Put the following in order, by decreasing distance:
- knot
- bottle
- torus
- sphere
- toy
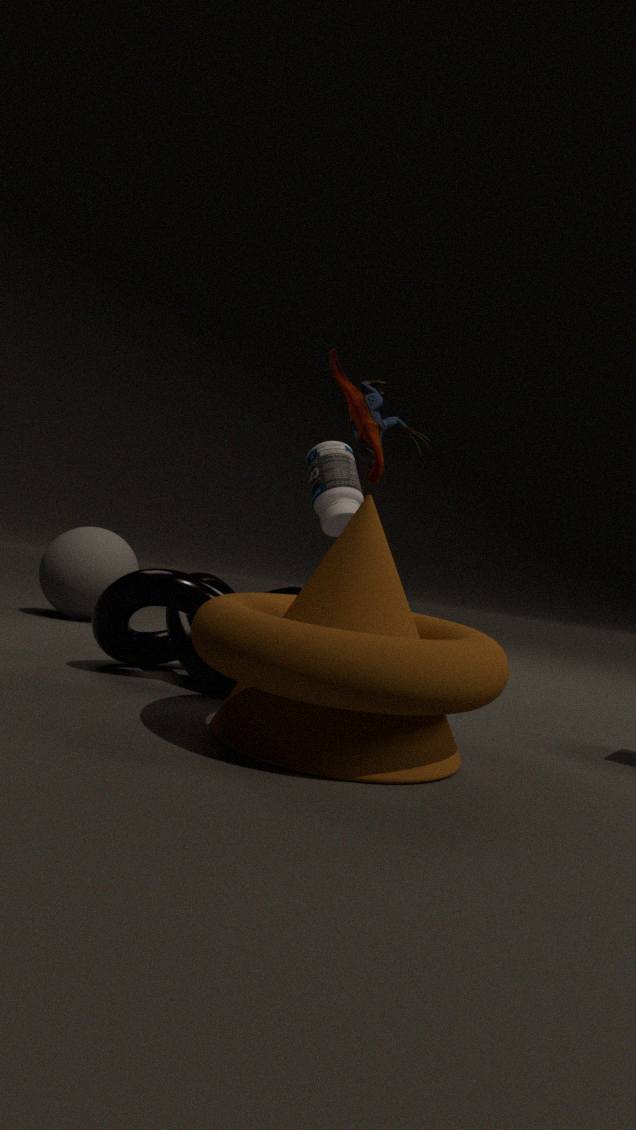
bottle, sphere, toy, knot, torus
